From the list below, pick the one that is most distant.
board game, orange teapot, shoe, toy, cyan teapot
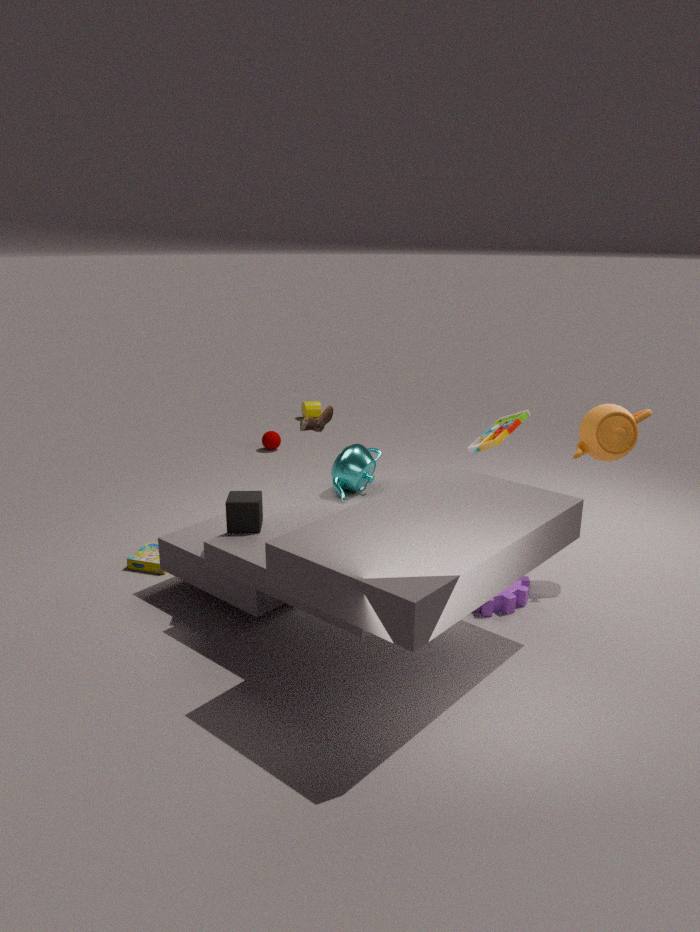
shoe
